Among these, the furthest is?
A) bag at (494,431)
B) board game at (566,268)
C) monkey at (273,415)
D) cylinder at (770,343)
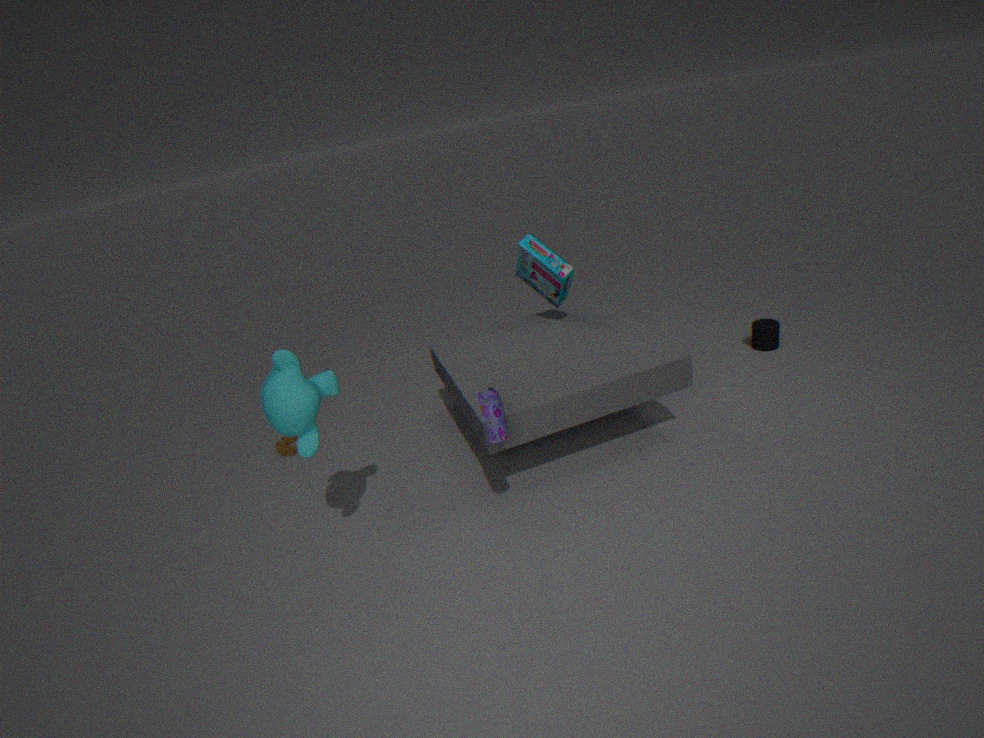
cylinder at (770,343)
